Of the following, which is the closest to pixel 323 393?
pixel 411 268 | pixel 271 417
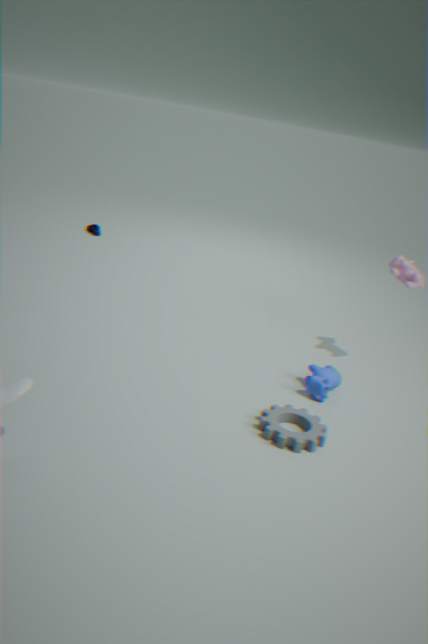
pixel 271 417
